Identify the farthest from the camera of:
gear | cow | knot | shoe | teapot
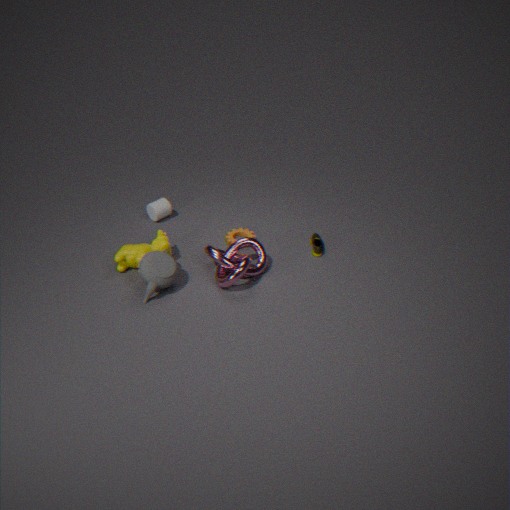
gear
